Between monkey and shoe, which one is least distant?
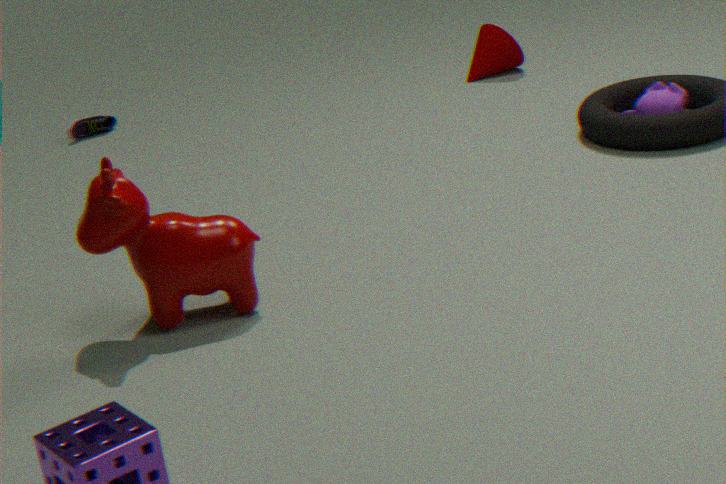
monkey
